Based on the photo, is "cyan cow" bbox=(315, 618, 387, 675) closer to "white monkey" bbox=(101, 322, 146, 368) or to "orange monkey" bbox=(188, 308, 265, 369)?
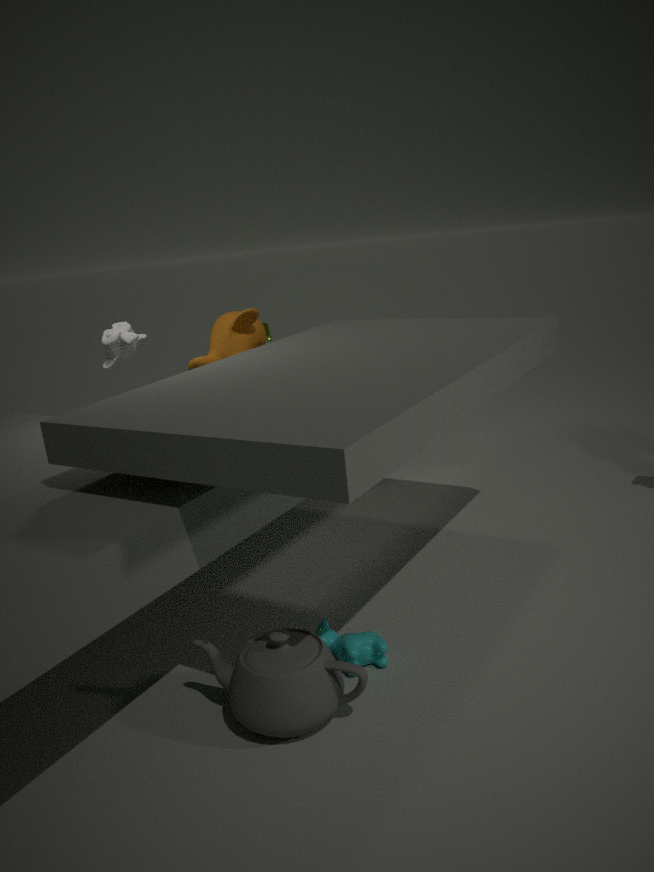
"orange monkey" bbox=(188, 308, 265, 369)
